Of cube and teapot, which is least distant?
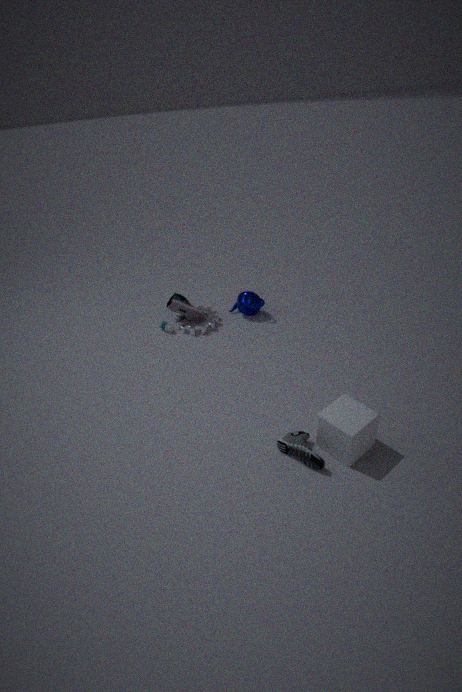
cube
